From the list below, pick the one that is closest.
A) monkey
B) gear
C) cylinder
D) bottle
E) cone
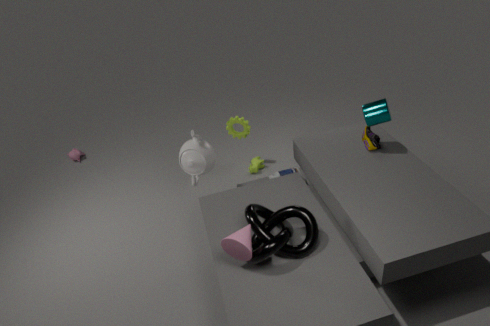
cone
